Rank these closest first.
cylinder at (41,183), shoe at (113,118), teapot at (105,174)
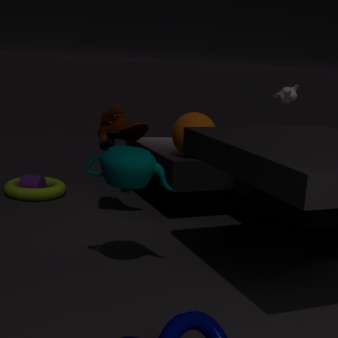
teapot at (105,174) < shoe at (113,118) < cylinder at (41,183)
